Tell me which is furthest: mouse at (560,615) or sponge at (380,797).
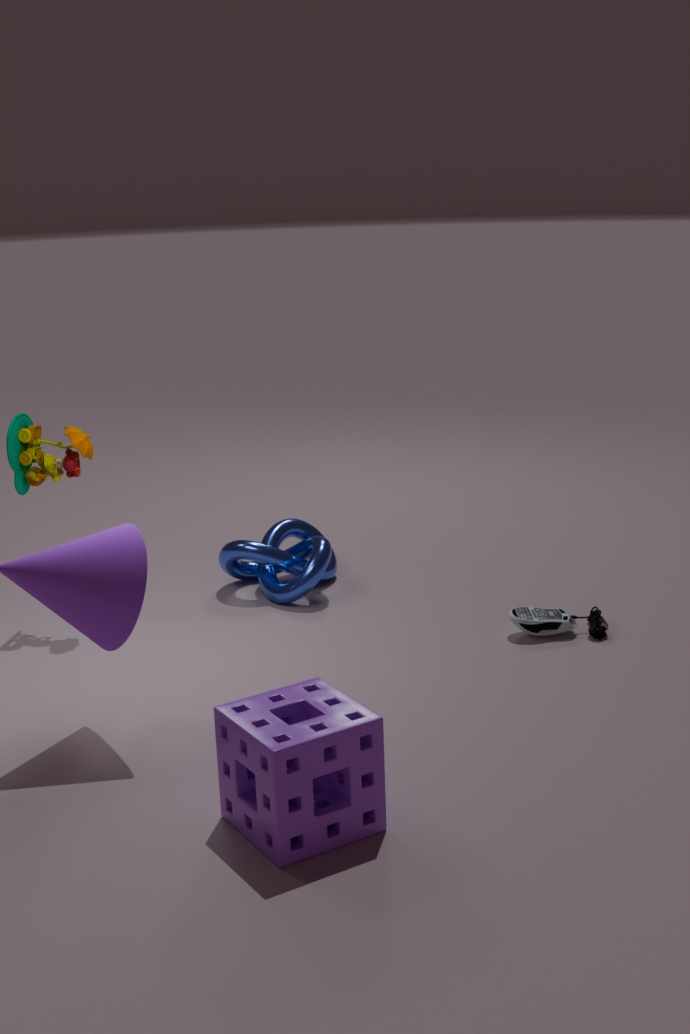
mouse at (560,615)
